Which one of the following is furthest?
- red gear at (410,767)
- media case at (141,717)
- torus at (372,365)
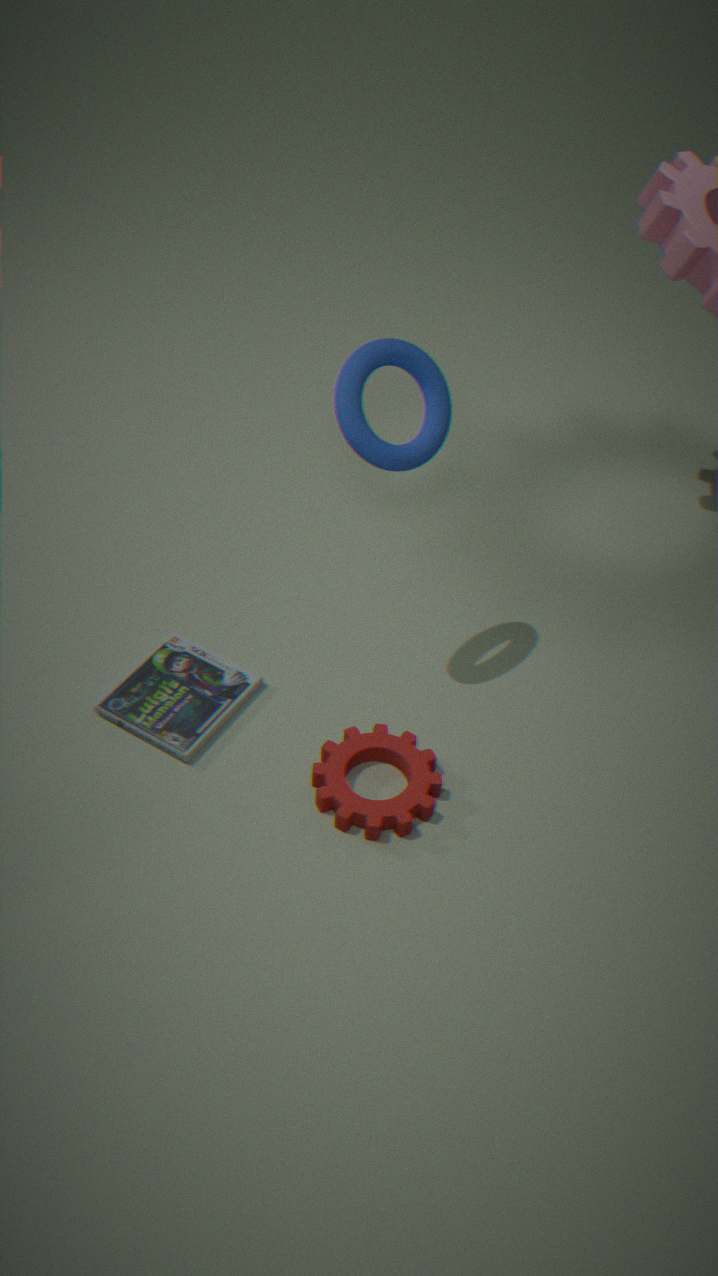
media case at (141,717)
